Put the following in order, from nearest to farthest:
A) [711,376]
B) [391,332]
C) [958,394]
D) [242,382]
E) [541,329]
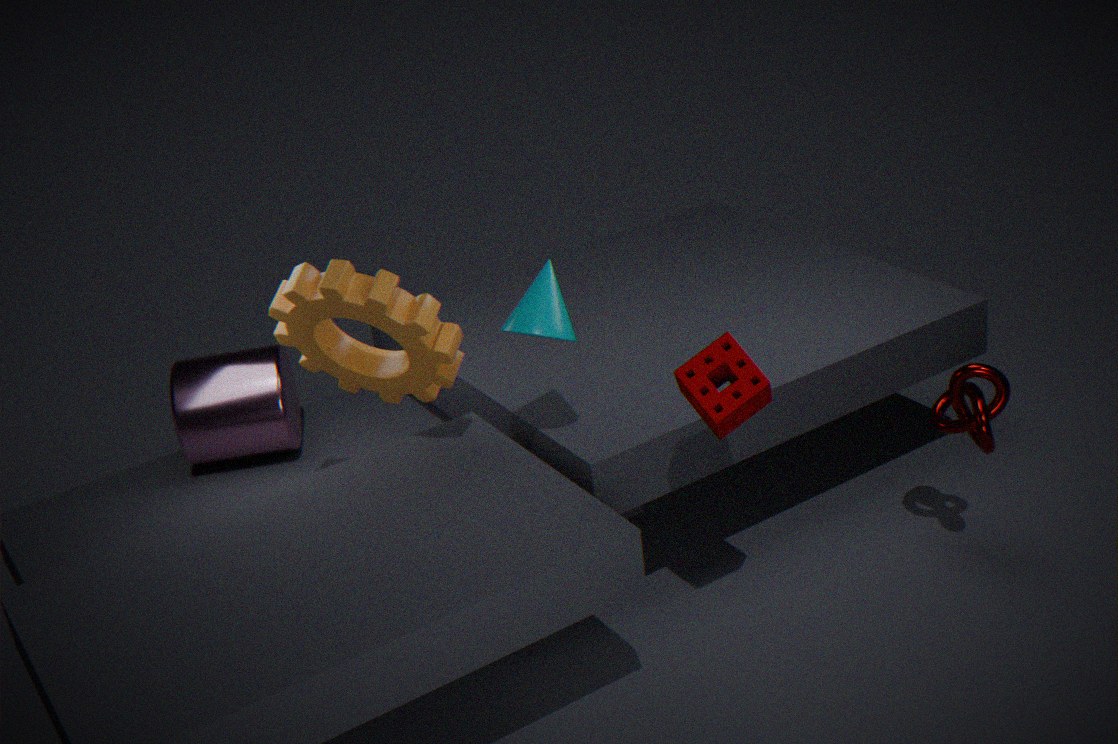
[711,376]
[541,329]
[391,332]
[958,394]
[242,382]
